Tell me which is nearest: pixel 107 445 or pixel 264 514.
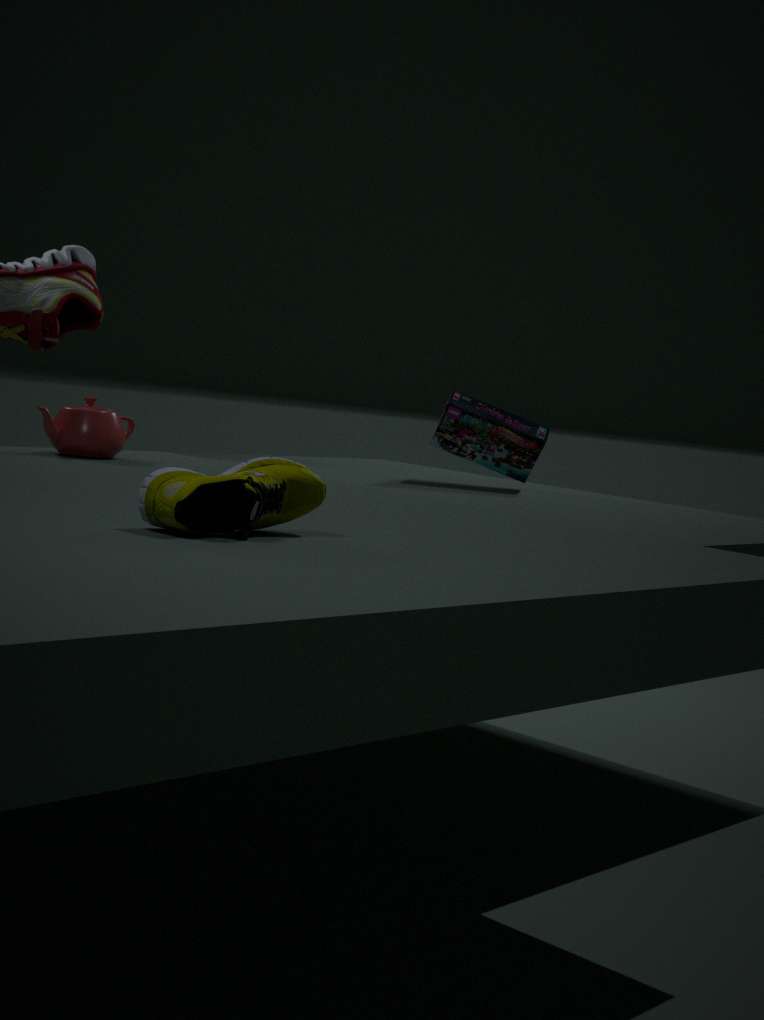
pixel 264 514
